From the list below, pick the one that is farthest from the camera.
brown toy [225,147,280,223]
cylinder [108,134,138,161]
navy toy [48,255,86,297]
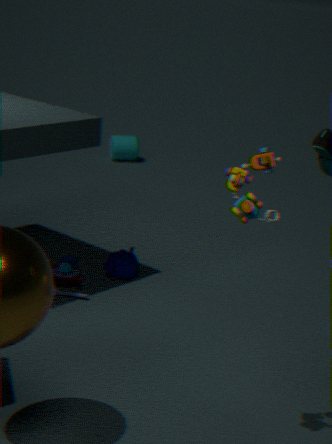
cylinder [108,134,138,161]
